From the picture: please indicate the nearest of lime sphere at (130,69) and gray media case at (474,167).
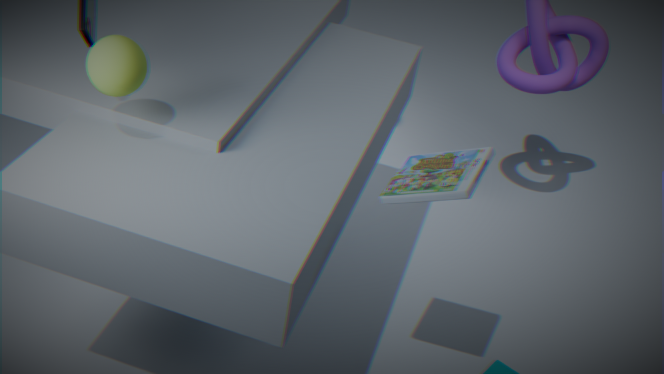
lime sphere at (130,69)
